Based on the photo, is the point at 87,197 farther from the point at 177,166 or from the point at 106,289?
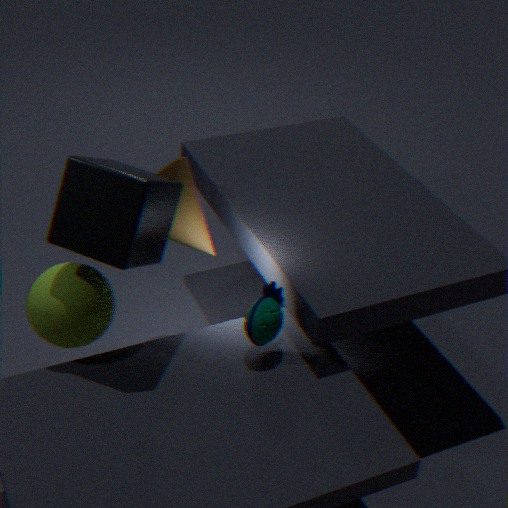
the point at 177,166
